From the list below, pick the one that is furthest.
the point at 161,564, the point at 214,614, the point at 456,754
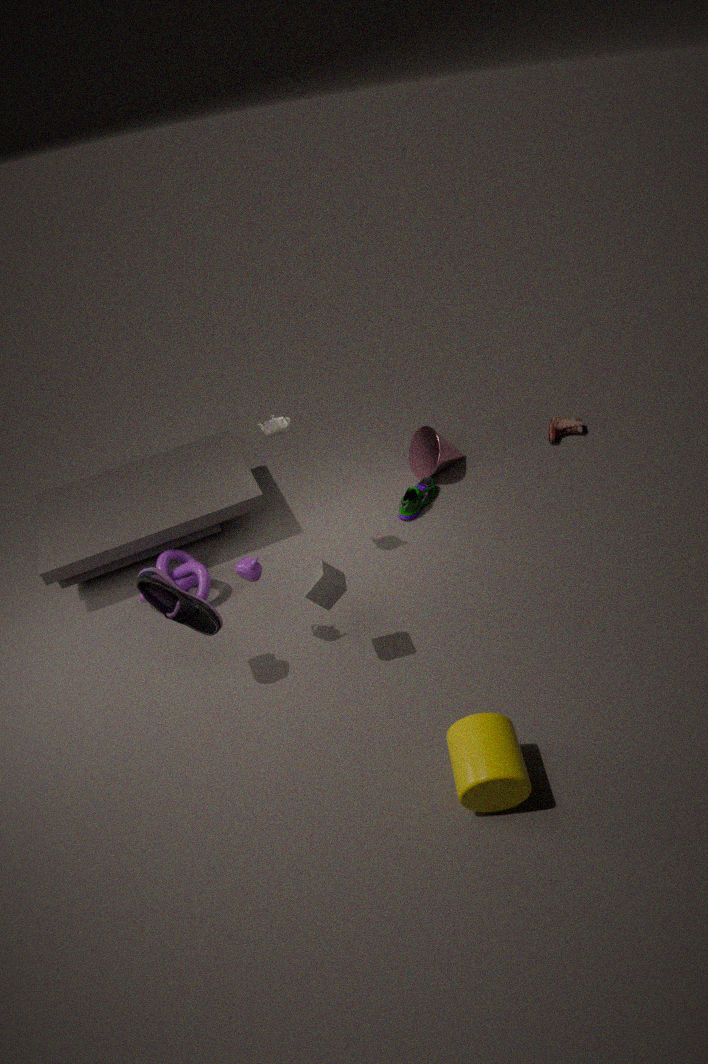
the point at 161,564
